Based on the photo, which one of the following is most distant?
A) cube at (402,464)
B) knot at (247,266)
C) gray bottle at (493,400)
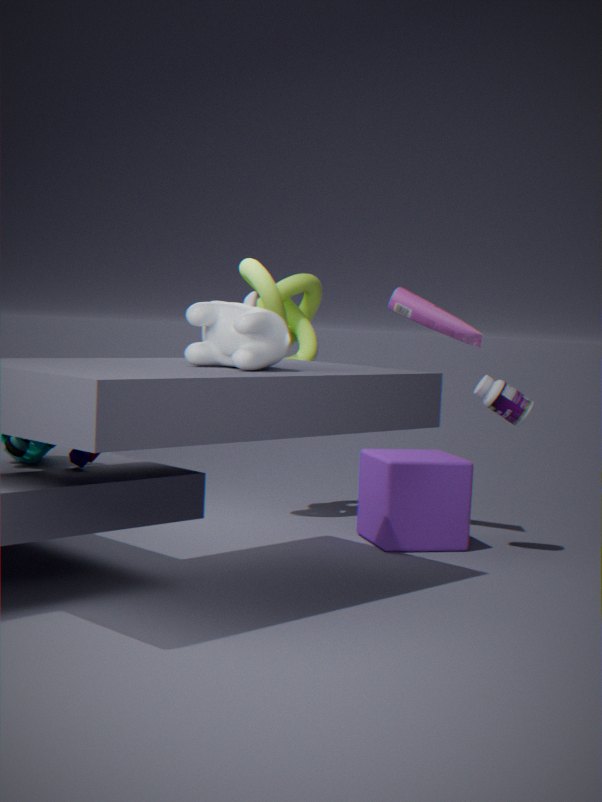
knot at (247,266)
